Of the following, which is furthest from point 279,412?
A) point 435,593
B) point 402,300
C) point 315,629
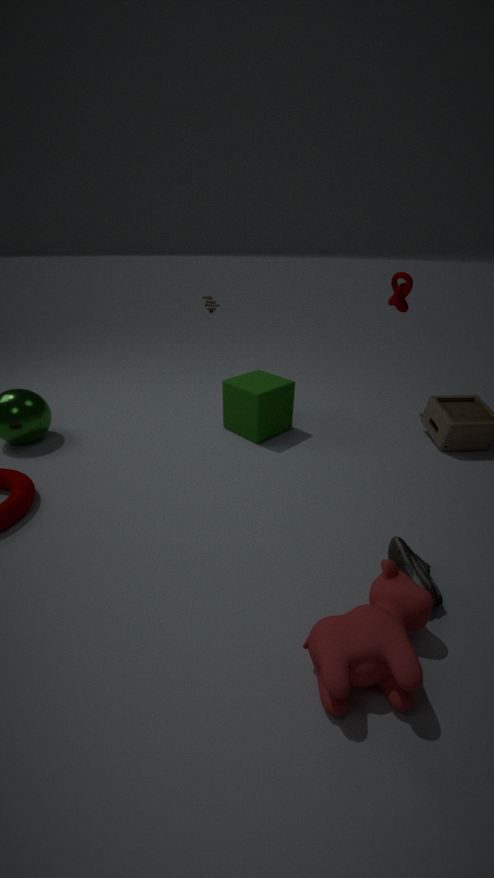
point 315,629
